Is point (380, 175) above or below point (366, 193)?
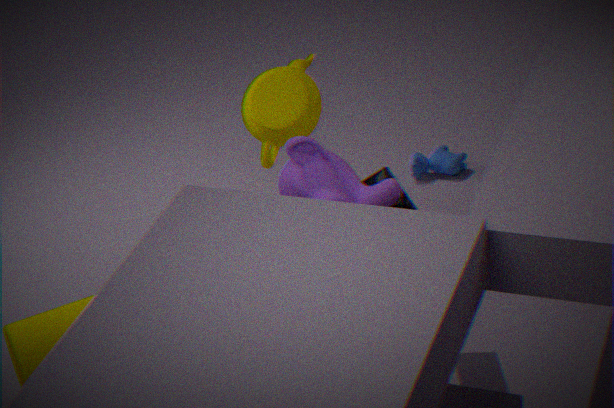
below
